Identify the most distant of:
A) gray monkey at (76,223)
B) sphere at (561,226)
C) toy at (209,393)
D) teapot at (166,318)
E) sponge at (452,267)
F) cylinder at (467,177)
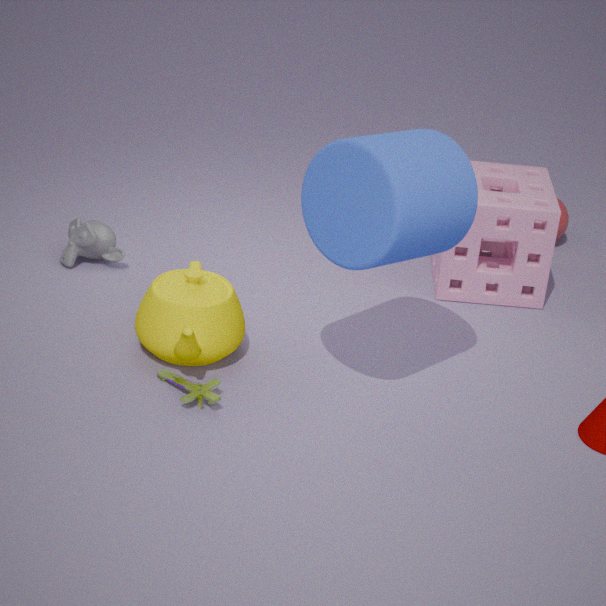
sphere at (561,226)
